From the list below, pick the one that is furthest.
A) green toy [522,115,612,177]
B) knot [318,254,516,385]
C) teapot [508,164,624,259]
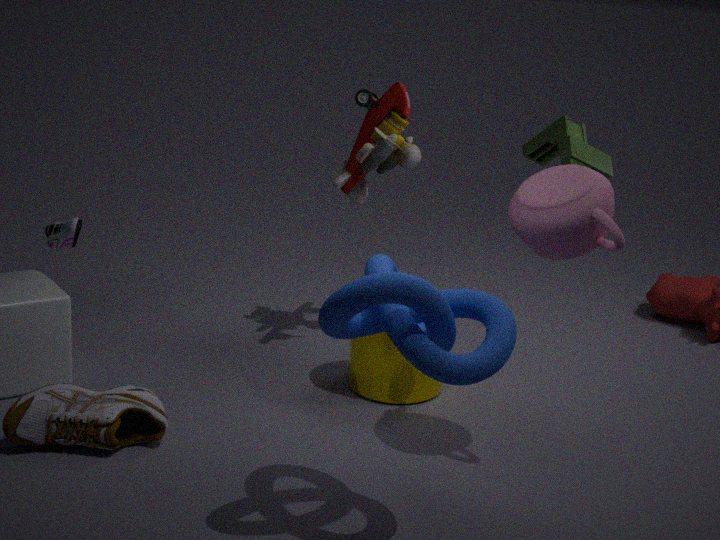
green toy [522,115,612,177]
